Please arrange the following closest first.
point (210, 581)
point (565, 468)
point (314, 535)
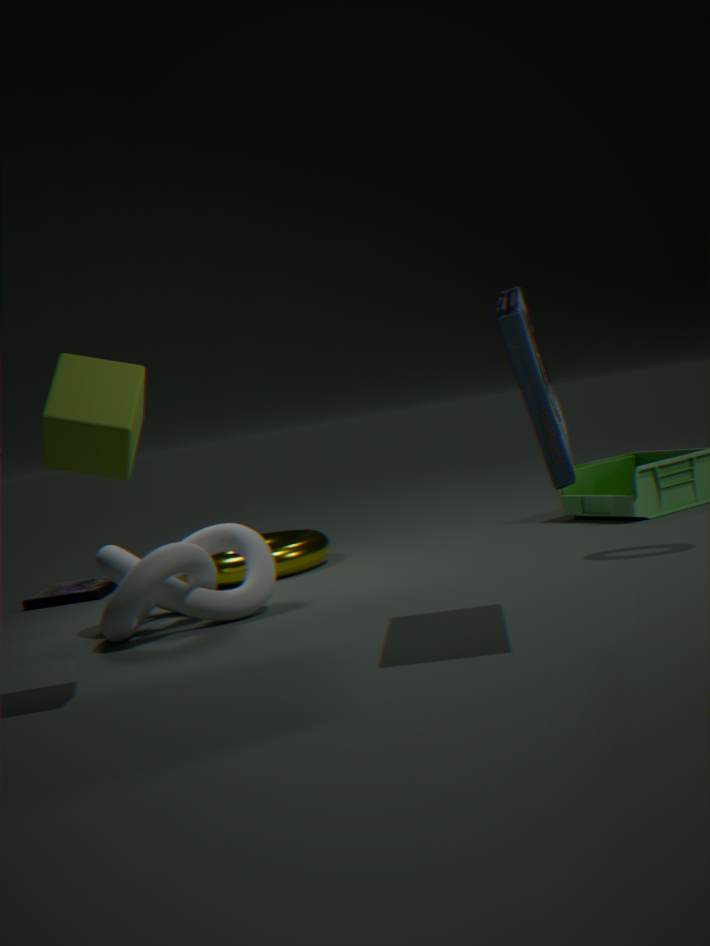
point (565, 468), point (210, 581), point (314, 535)
